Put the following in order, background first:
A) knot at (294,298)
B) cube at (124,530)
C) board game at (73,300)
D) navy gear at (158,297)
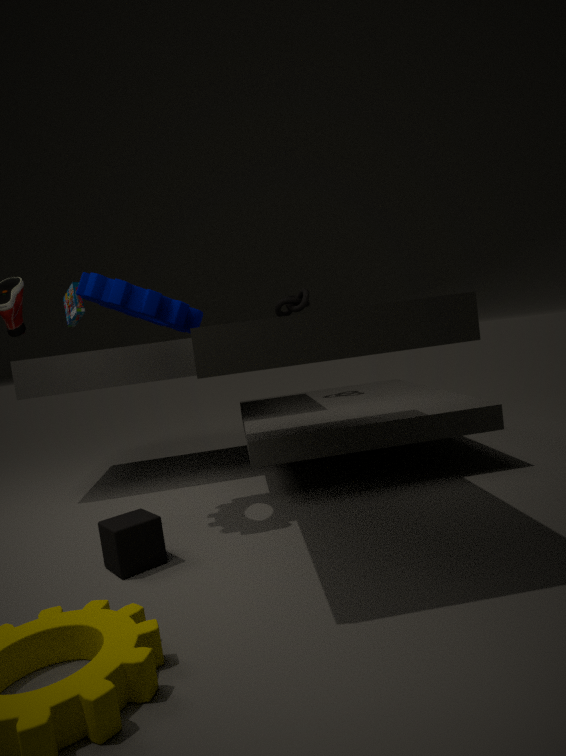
1. knot at (294,298)
2. board game at (73,300)
3. navy gear at (158,297)
4. cube at (124,530)
